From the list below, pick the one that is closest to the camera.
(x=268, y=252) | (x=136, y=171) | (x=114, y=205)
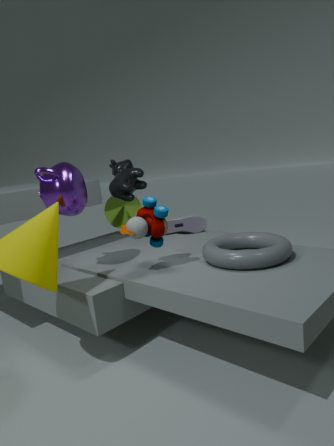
(x=268, y=252)
